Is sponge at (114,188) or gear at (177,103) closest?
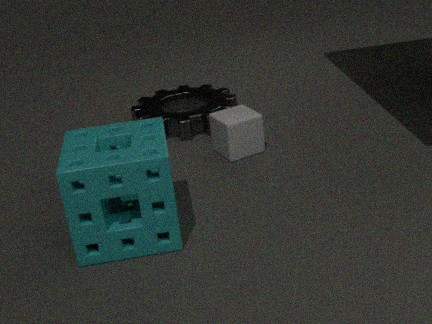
sponge at (114,188)
